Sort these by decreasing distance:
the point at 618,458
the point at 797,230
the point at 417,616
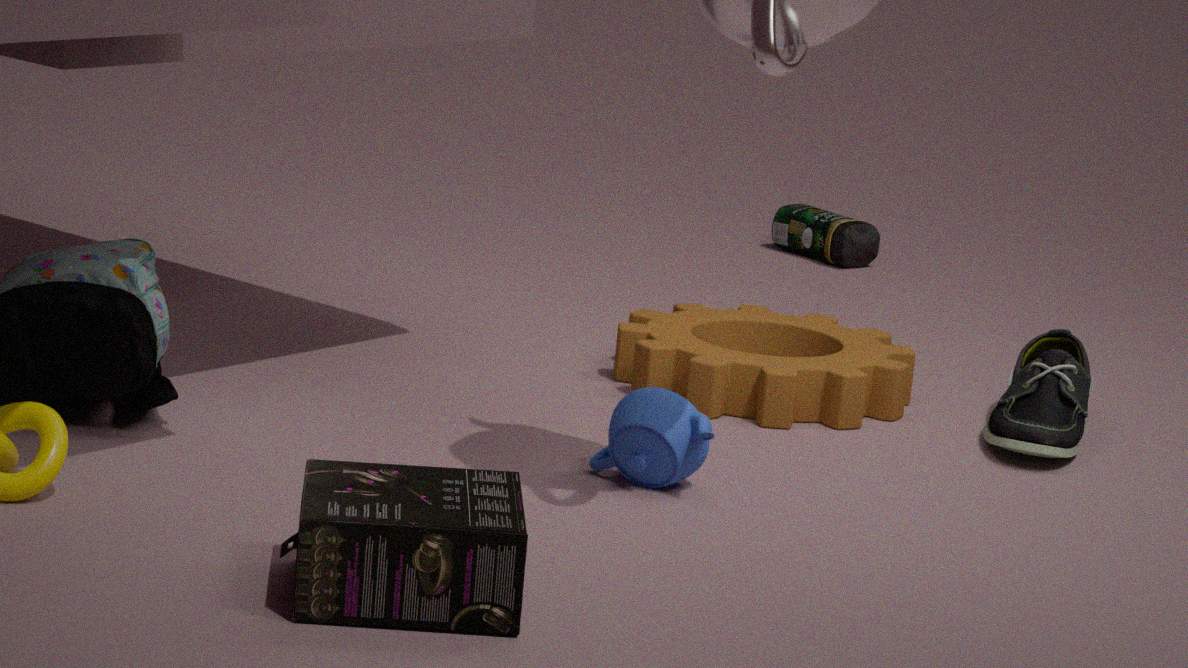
the point at 797,230
the point at 618,458
the point at 417,616
